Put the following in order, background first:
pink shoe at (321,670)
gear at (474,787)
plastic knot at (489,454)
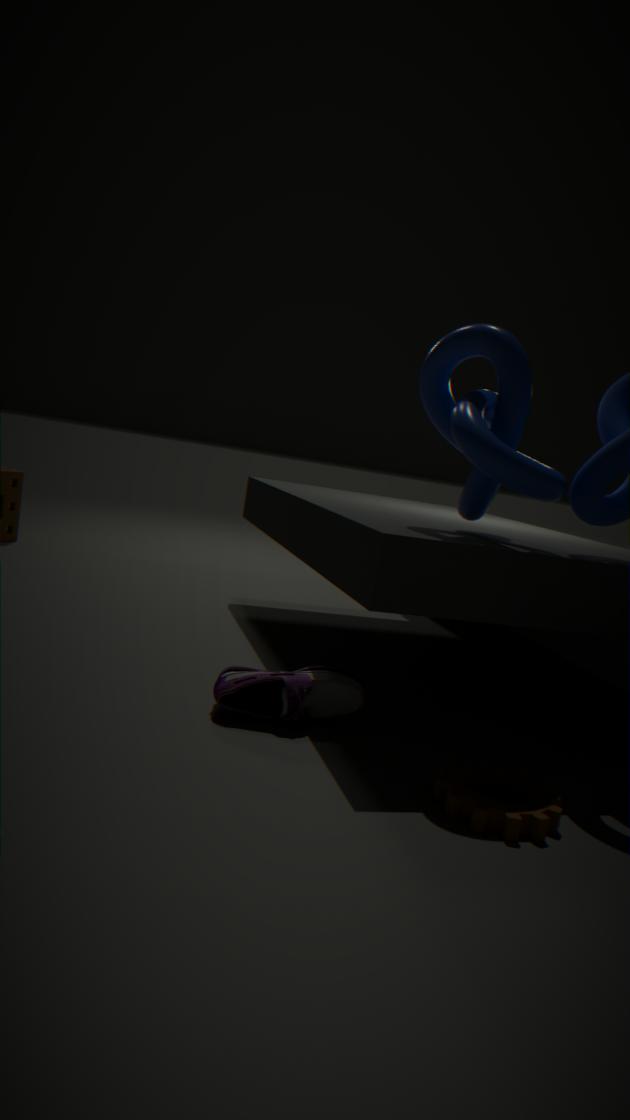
pink shoe at (321,670) → plastic knot at (489,454) → gear at (474,787)
